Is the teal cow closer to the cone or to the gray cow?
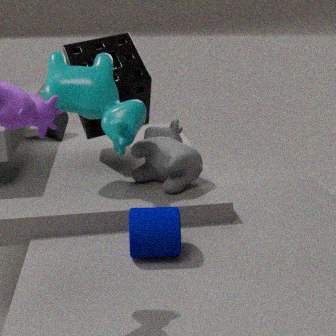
the gray cow
